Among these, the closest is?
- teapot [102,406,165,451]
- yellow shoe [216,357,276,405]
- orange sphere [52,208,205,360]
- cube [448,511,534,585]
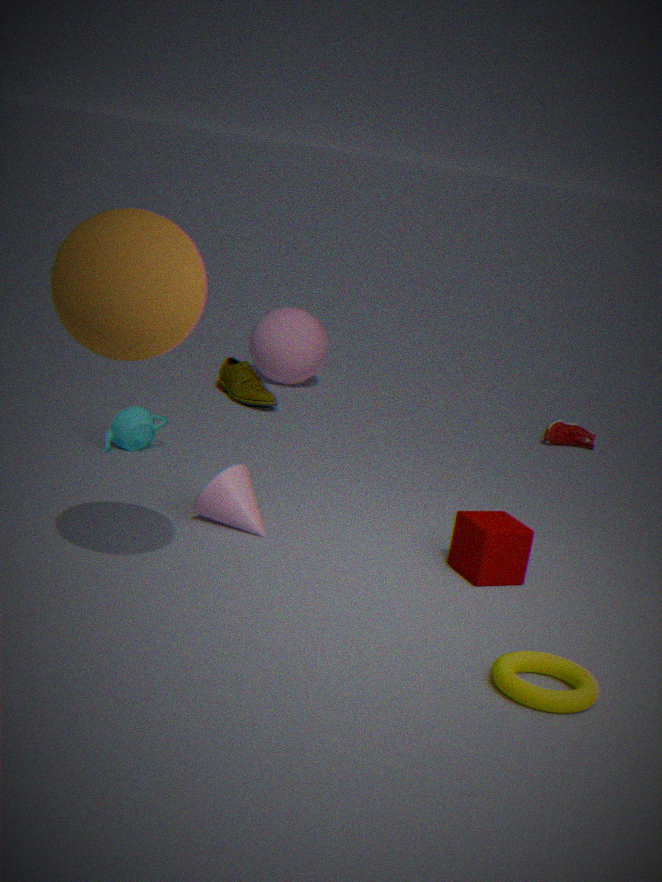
orange sphere [52,208,205,360]
